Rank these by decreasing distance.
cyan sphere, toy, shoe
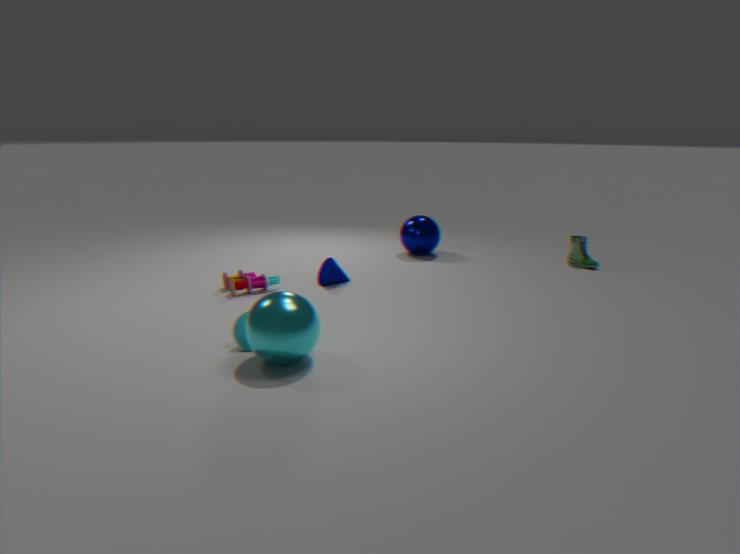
1. shoe
2. toy
3. cyan sphere
